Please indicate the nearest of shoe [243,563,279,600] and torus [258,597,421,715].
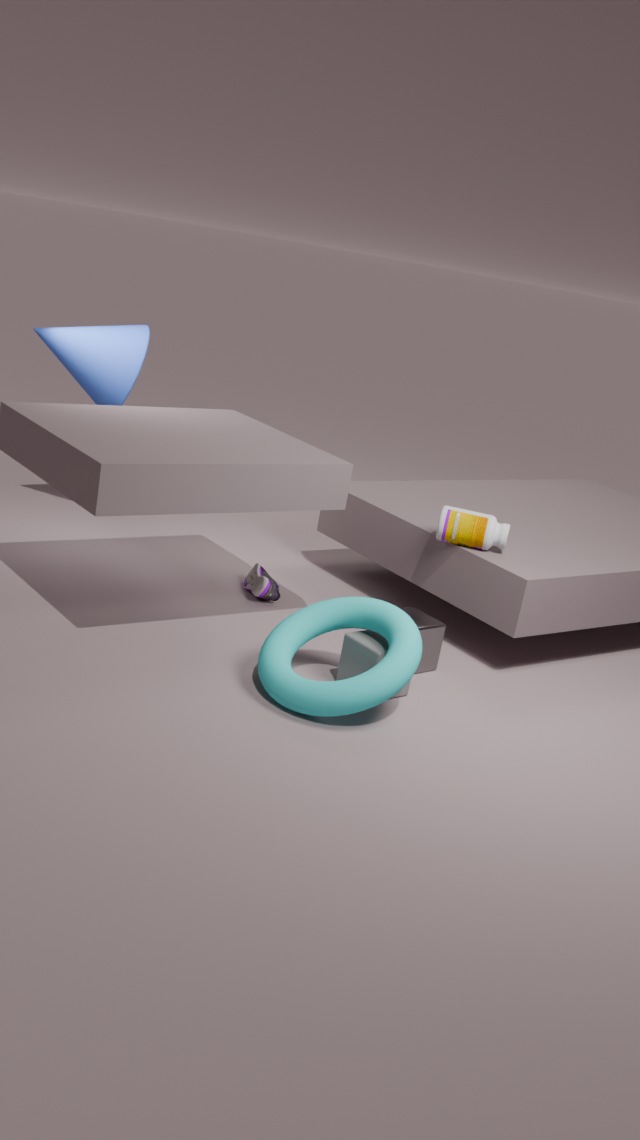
torus [258,597,421,715]
